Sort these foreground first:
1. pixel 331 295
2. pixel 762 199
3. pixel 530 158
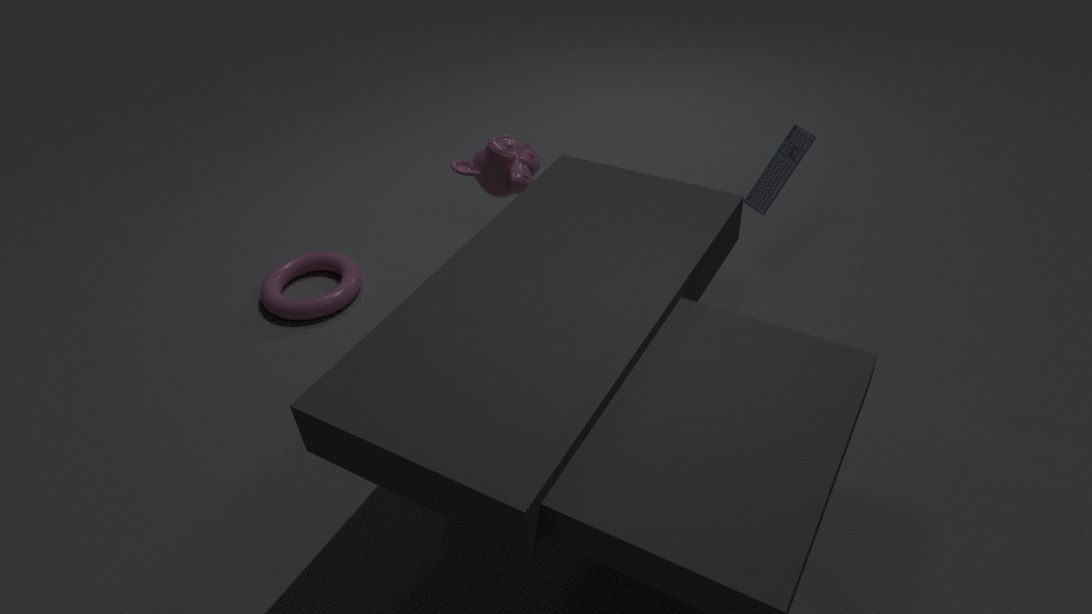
pixel 762 199 < pixel 530 158 < pixel 331 295
